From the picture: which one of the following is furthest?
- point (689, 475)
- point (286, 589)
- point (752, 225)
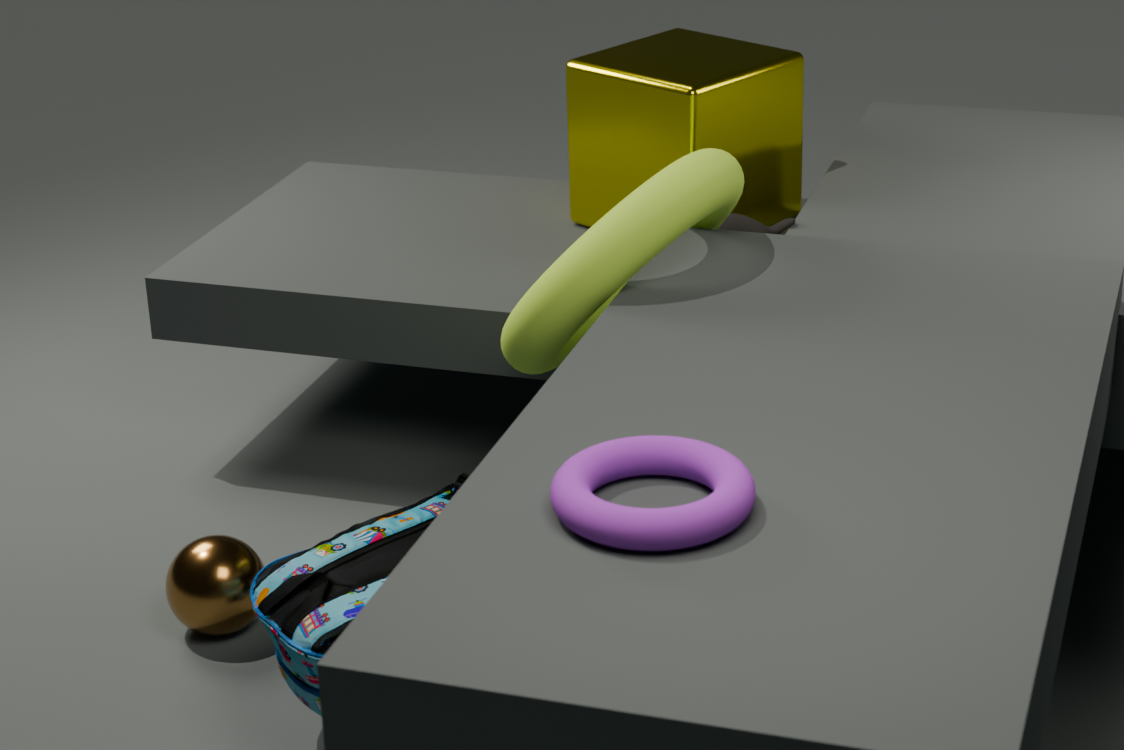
point (752, 225)
